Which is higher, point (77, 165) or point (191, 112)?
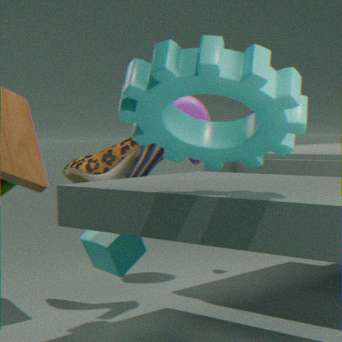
point (191, 112)
